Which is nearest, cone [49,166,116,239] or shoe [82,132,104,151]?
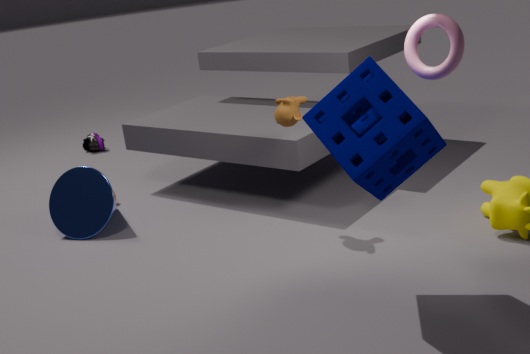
cone [49,166,116,239]
